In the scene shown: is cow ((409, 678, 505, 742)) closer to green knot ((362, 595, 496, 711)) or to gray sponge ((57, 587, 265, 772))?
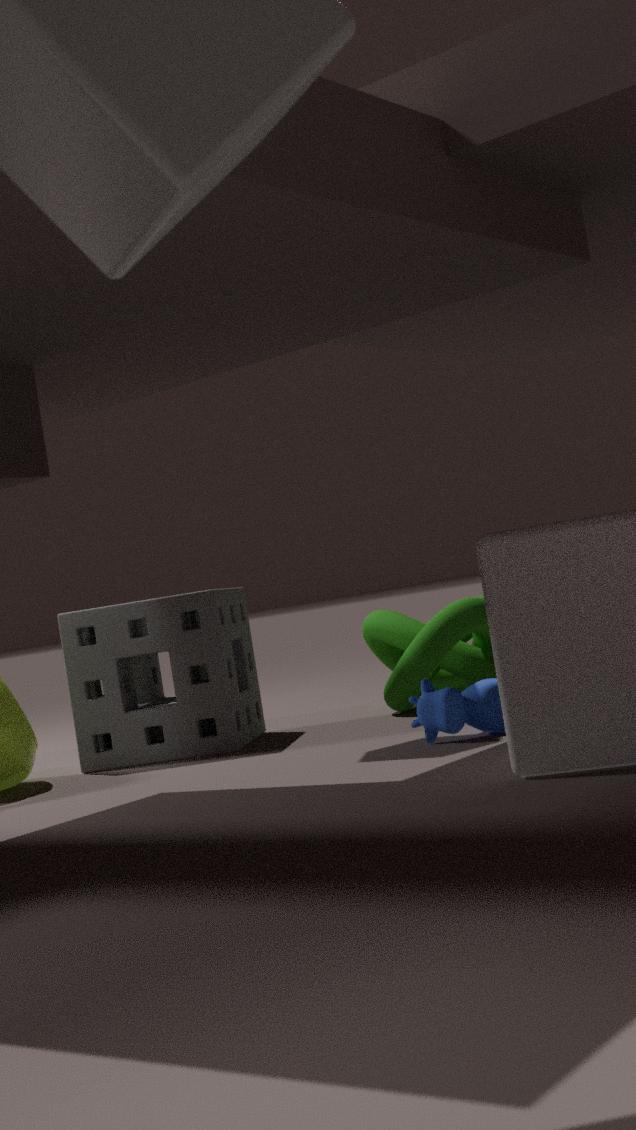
green knot ((362, 595, 496, 711))
